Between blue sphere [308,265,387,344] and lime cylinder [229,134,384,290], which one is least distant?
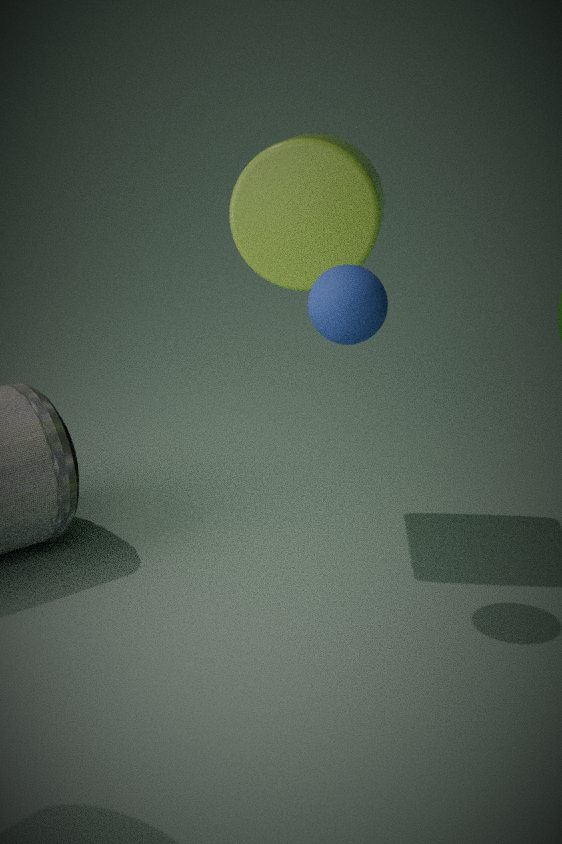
blue sphere [308,265,387,344]
